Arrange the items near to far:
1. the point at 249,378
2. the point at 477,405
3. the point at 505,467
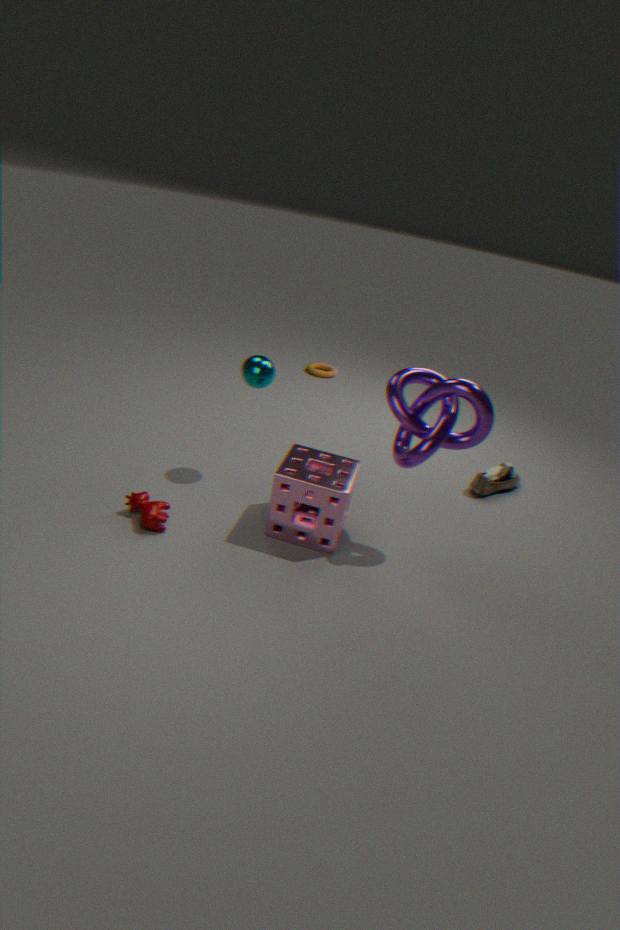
the point at 477,405
the point at 249,378
the point at 505,467
